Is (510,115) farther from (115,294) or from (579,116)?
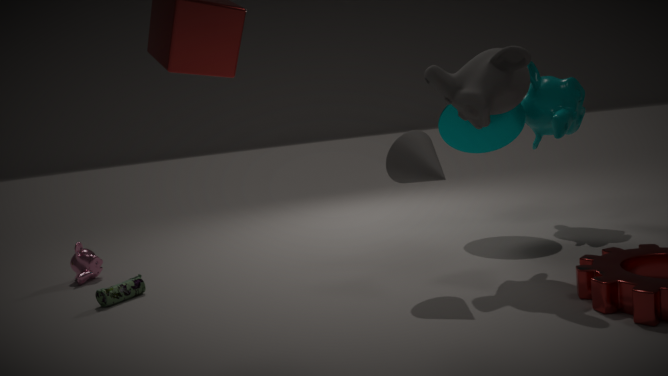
(115,294)
